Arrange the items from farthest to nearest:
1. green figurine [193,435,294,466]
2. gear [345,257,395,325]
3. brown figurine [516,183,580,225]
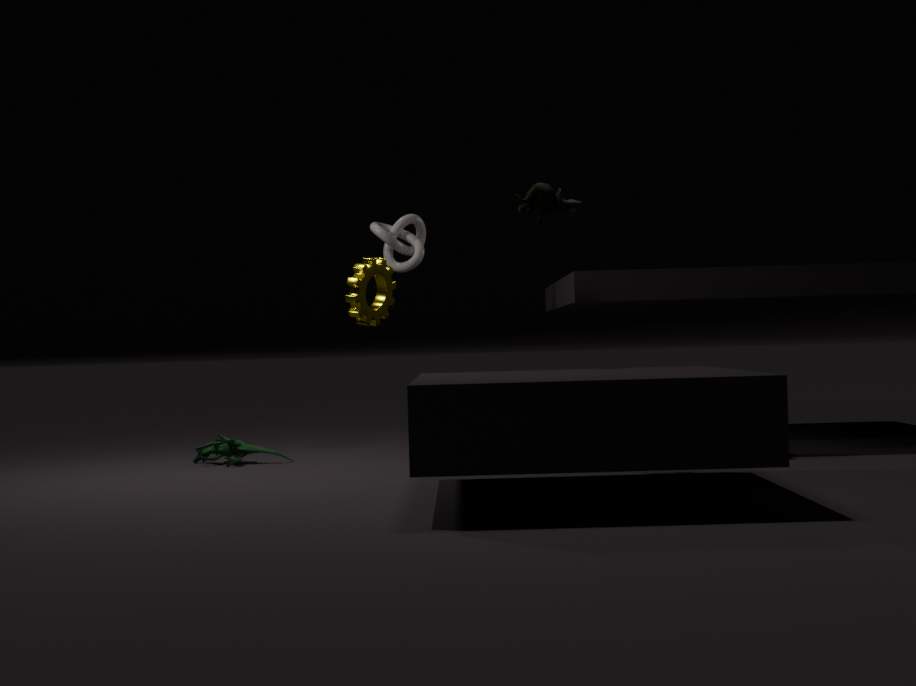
gear [345,257,395,325] → green figurine [193,435,294,466] → brown figurine [516,183,580,225]
